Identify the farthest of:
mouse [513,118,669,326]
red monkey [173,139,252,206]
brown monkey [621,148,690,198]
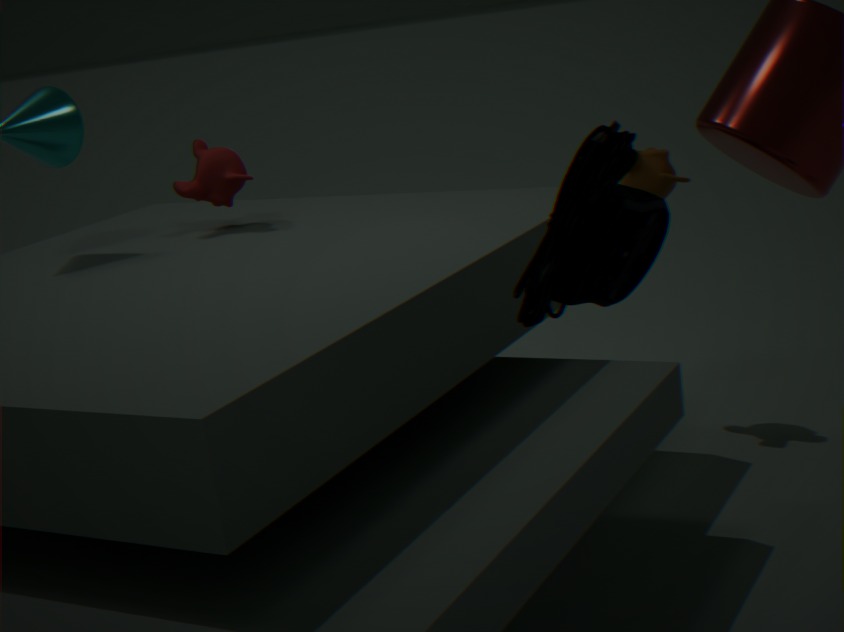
brown monkey [621,148,690,198]
